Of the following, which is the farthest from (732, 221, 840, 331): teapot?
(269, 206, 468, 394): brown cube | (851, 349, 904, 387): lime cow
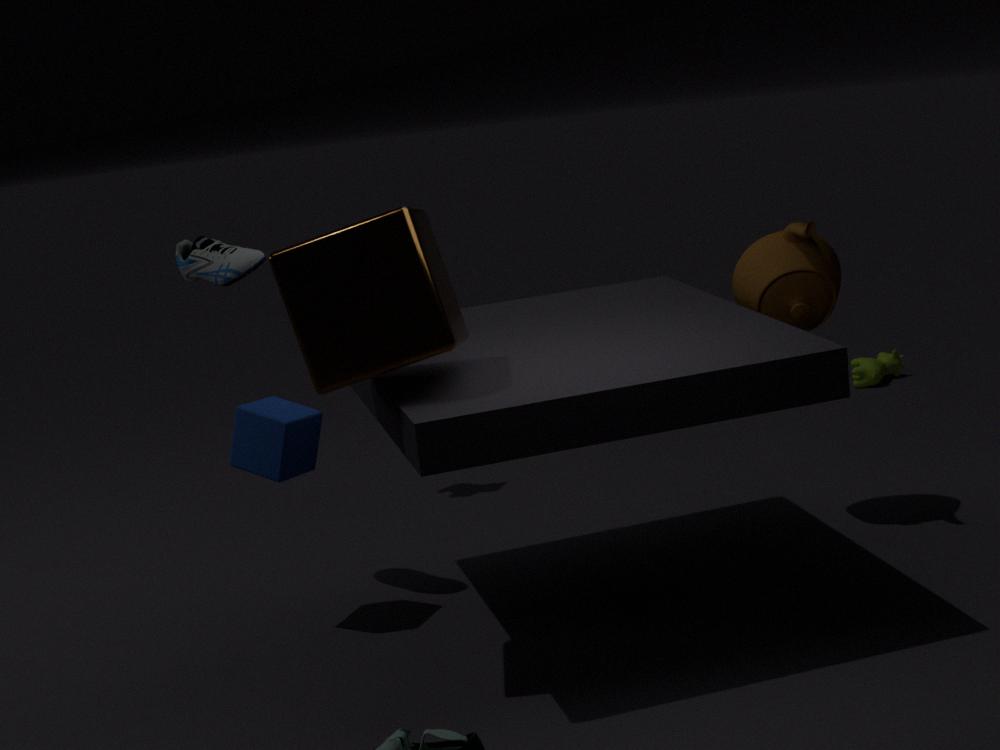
(851, 349, 904, 387): lime cow
